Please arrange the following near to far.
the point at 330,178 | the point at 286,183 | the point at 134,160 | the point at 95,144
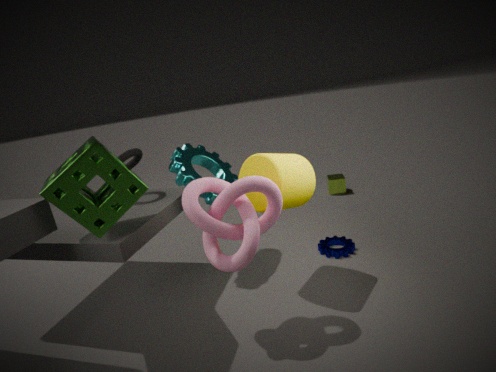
1. the point at 95,144
2. the point at 286,183
3. the point at 134,160
4. the point at 330,178
